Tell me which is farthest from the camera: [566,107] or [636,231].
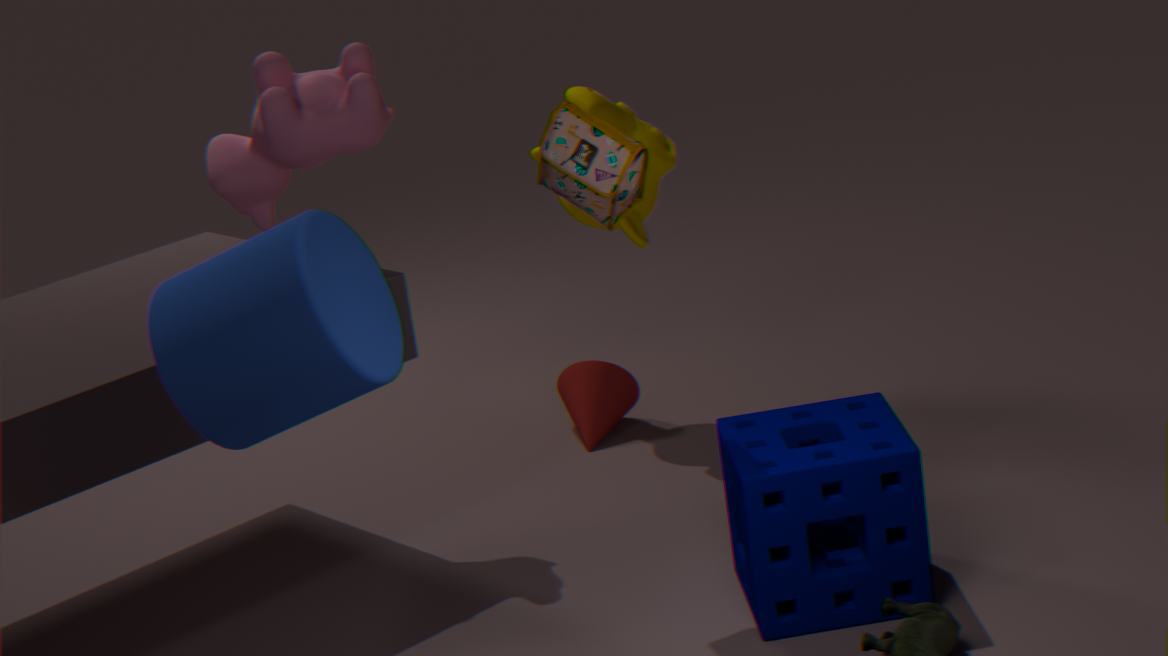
[636,231]
